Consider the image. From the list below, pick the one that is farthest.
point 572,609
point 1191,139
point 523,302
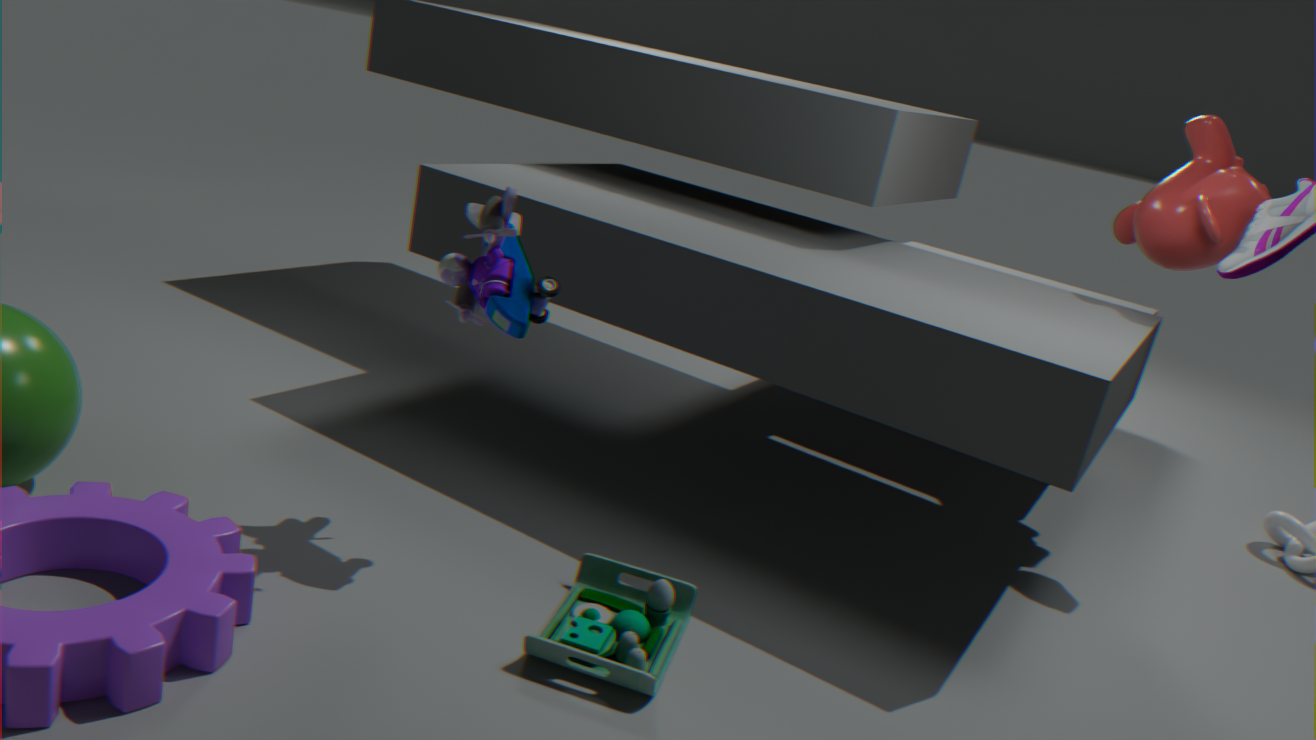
point 1191,139
